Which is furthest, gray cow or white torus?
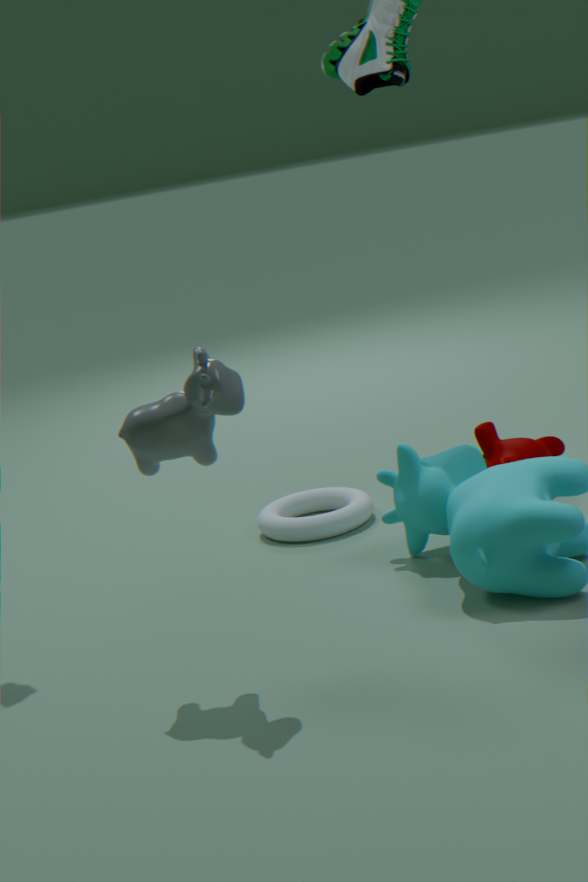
white torus
